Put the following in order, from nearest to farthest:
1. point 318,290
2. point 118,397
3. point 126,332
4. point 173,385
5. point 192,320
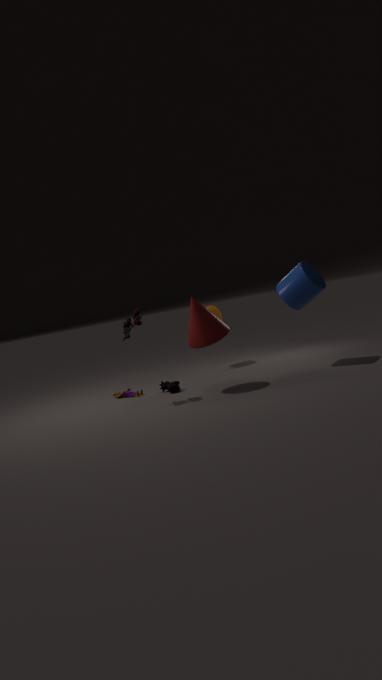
point 126,332 < point 192,320 < point 318,290 < point 173,385 < point 118,397
